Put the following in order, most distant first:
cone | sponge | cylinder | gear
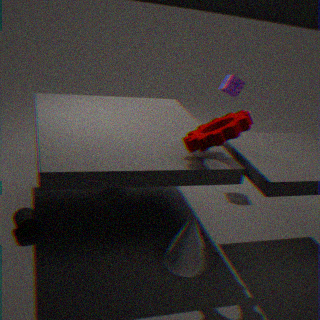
sponge, cylinder, cone, gear
